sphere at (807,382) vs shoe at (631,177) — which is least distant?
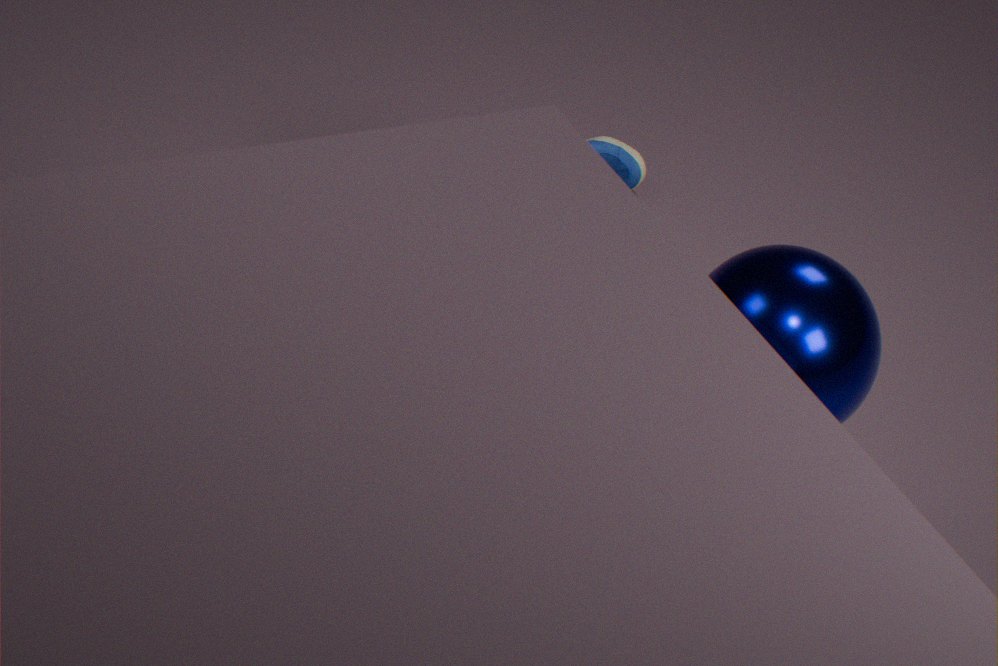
sphere at (807,382)
